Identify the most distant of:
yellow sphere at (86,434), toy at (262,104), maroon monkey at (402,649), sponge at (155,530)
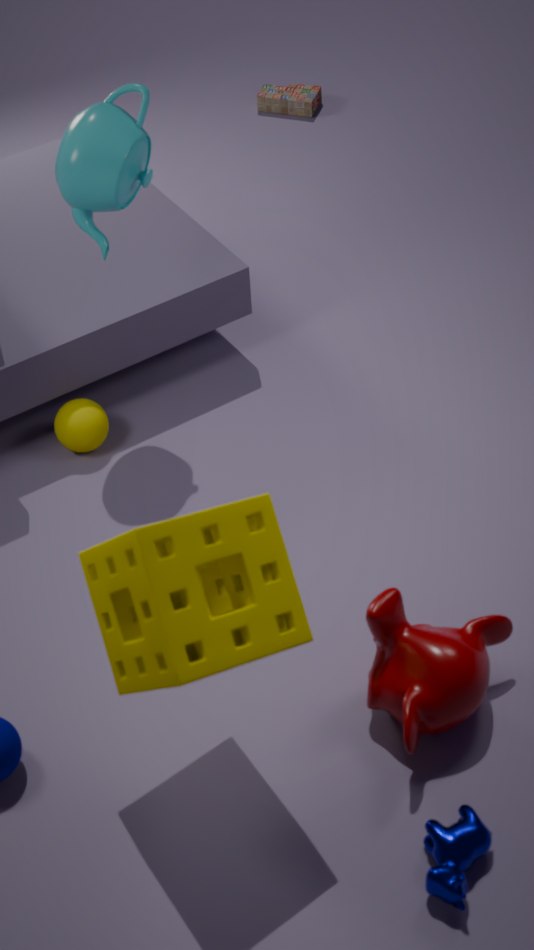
toy at (262,104)
